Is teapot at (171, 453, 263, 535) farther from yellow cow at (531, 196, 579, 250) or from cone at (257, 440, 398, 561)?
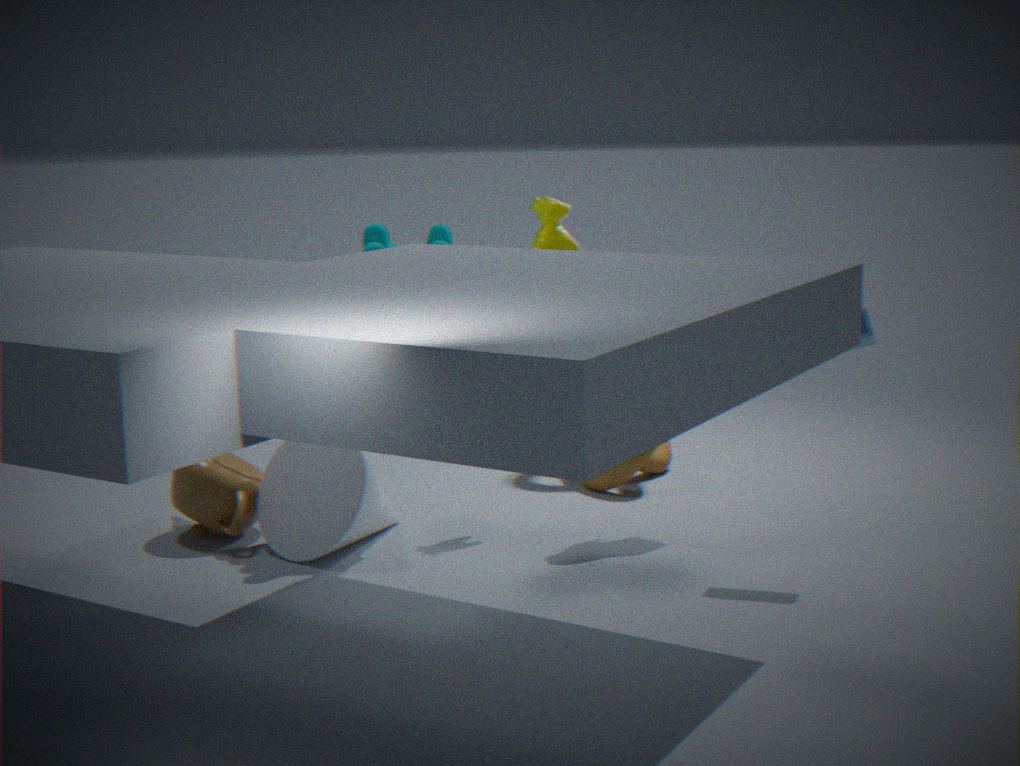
yellow cow at (531, 196, 579, 250)
